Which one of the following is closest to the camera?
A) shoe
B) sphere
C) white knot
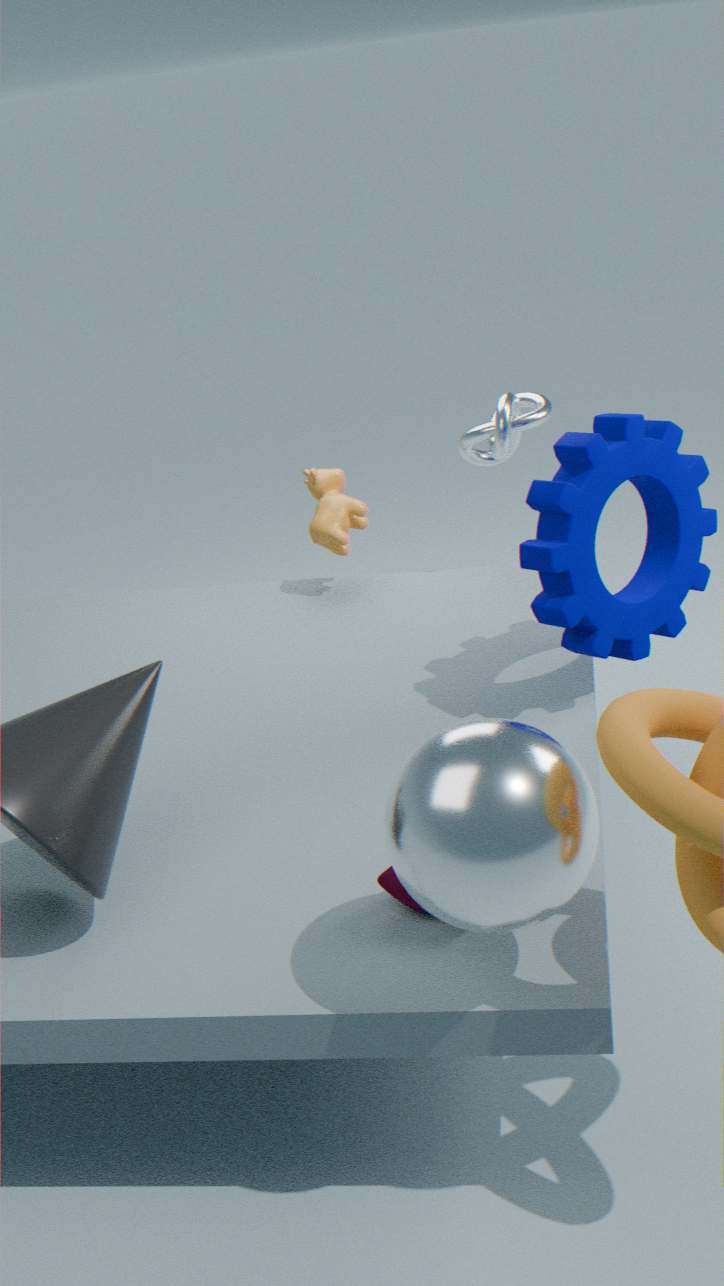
B. sphere
